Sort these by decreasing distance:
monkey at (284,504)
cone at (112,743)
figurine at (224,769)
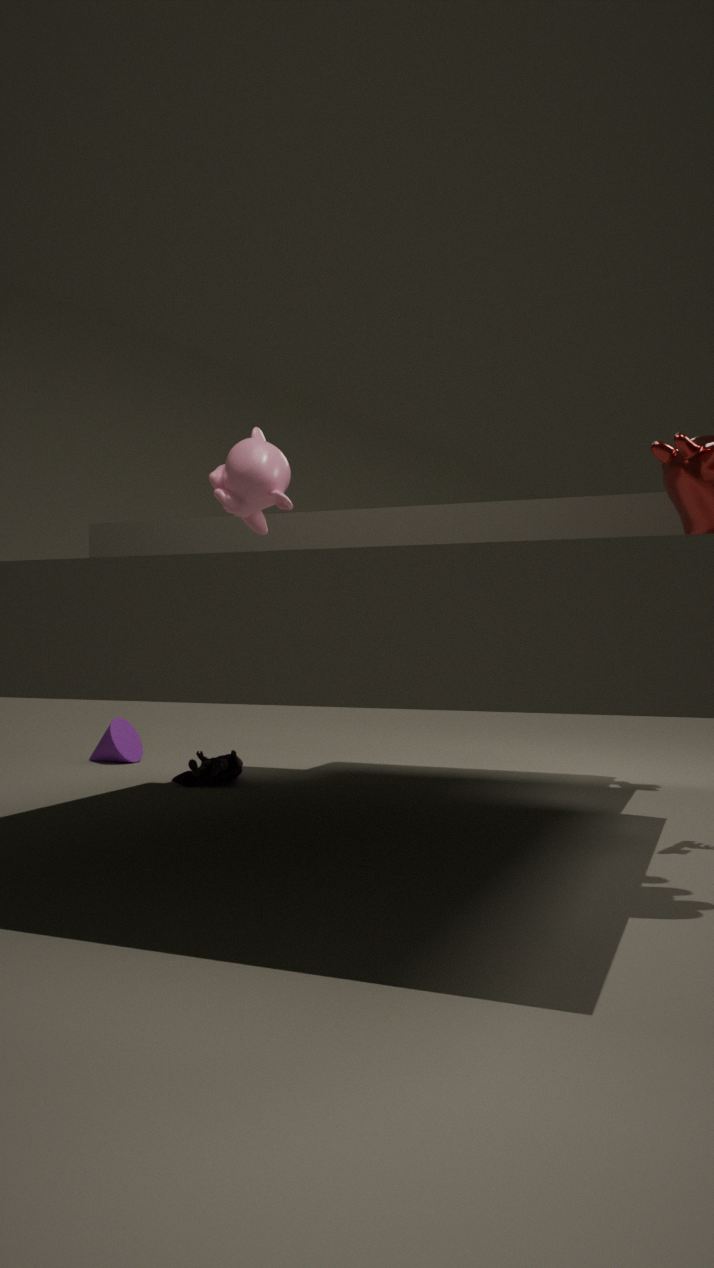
cone at (112,743), figurine at (224,769), monkey at (284,504)
